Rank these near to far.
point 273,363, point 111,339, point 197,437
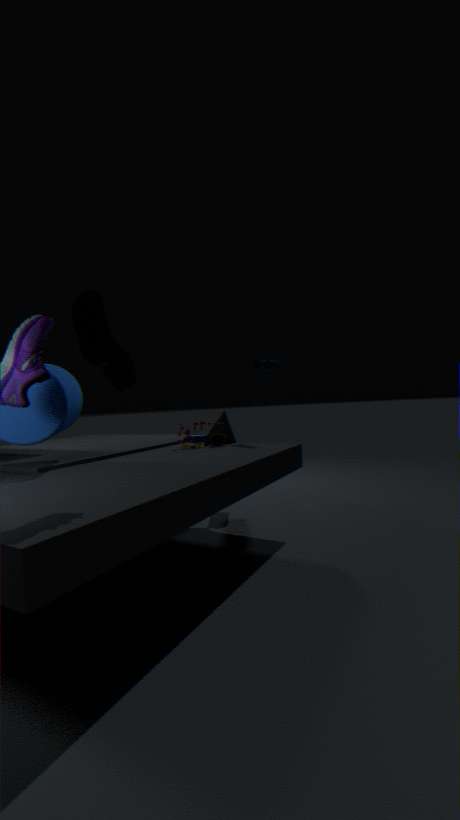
point 111,339 < point 273,363 < point 197,437
